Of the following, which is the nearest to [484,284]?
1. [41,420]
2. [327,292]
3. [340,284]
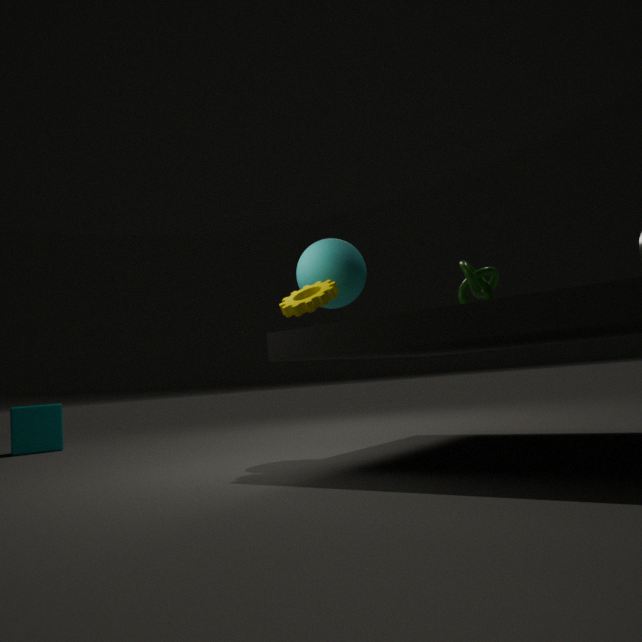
[340,284]
